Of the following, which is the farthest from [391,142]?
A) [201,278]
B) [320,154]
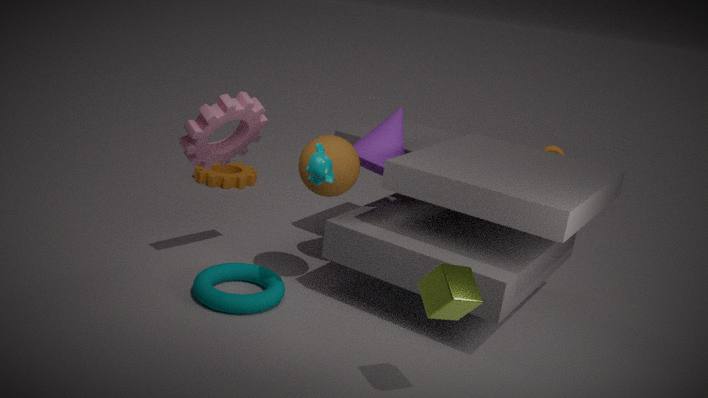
[201,278]
